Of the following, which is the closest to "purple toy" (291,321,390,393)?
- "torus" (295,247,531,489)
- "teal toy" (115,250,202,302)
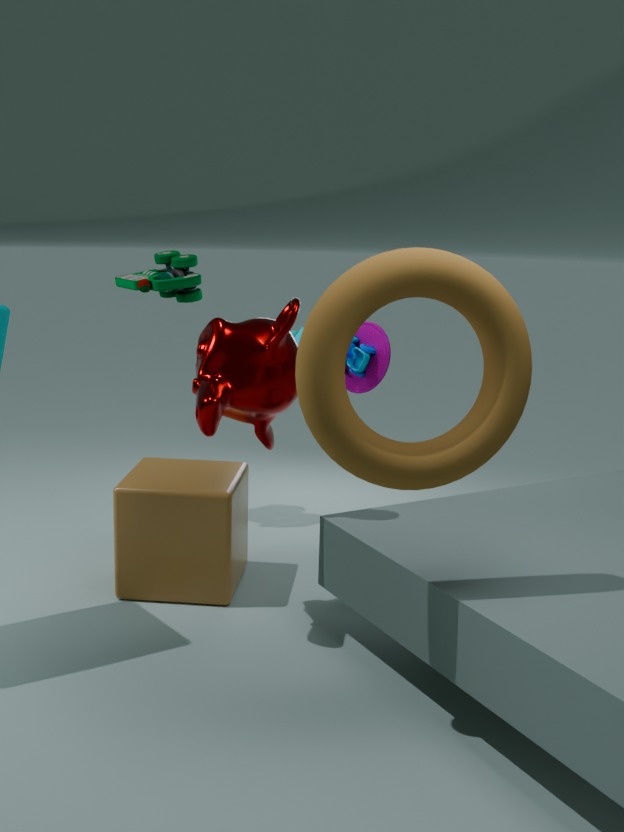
"teal toy" (115,250,202,302)
